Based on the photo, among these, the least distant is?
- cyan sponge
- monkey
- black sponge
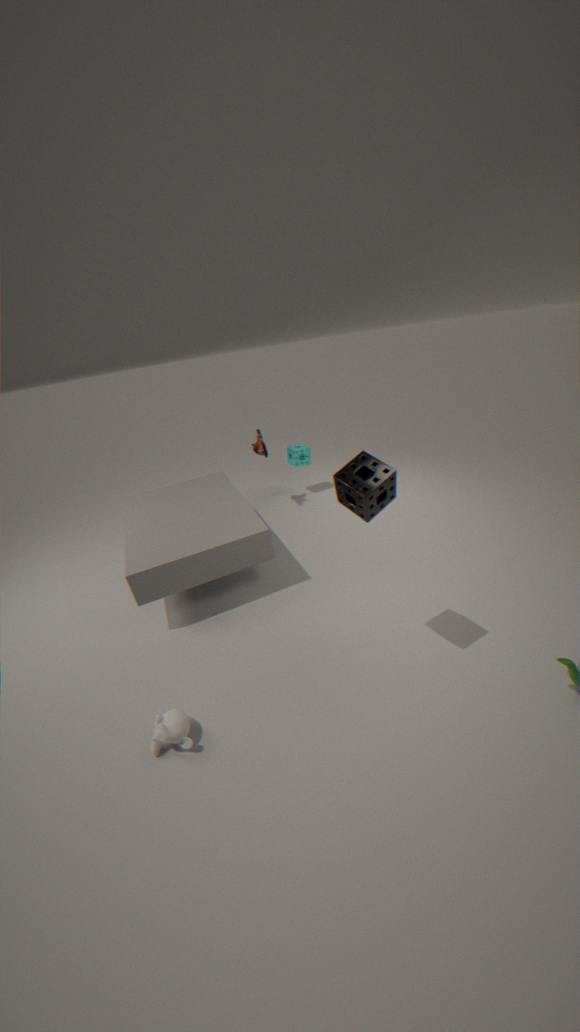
black sponge
